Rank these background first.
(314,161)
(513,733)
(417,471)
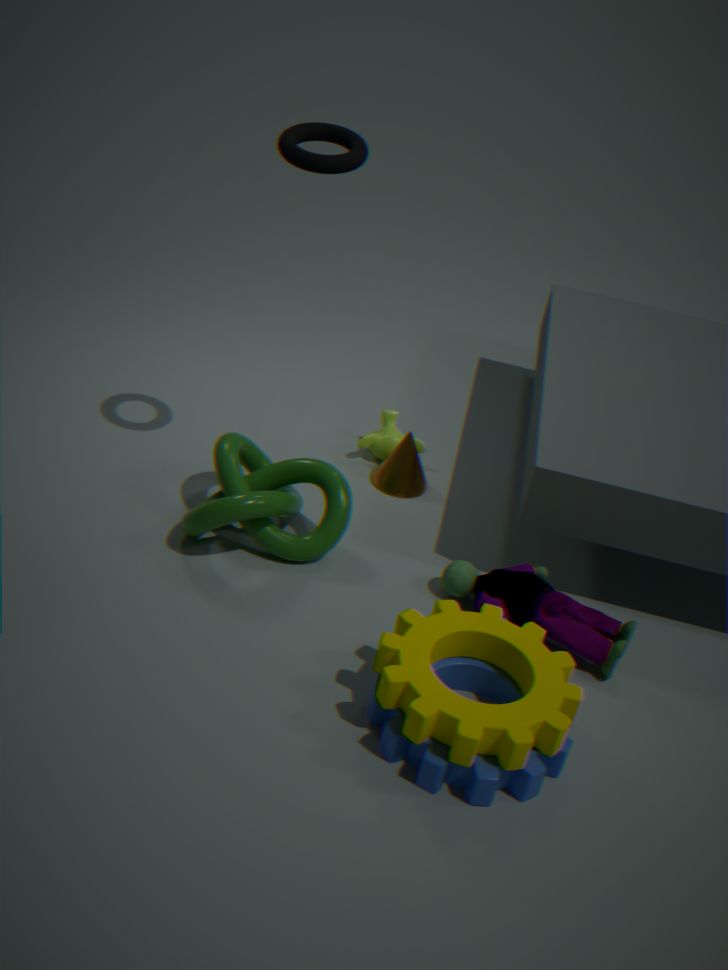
(417,471) < (314,161) < (513,733)
